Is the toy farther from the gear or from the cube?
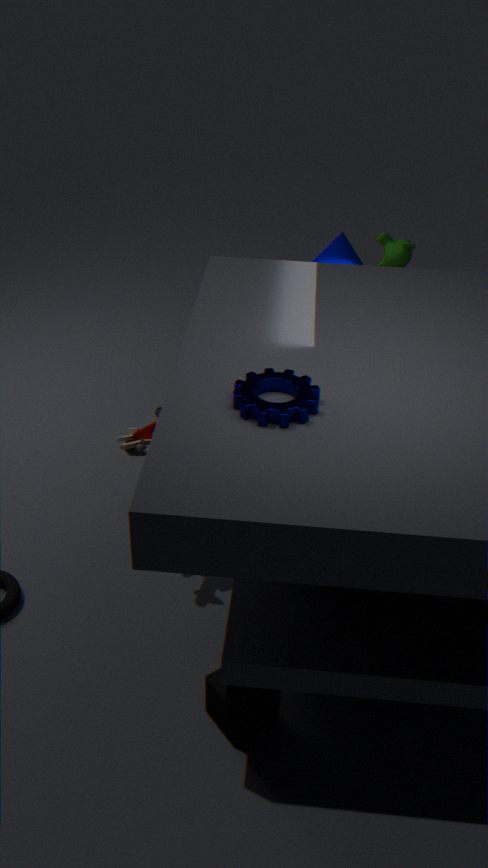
the cube
